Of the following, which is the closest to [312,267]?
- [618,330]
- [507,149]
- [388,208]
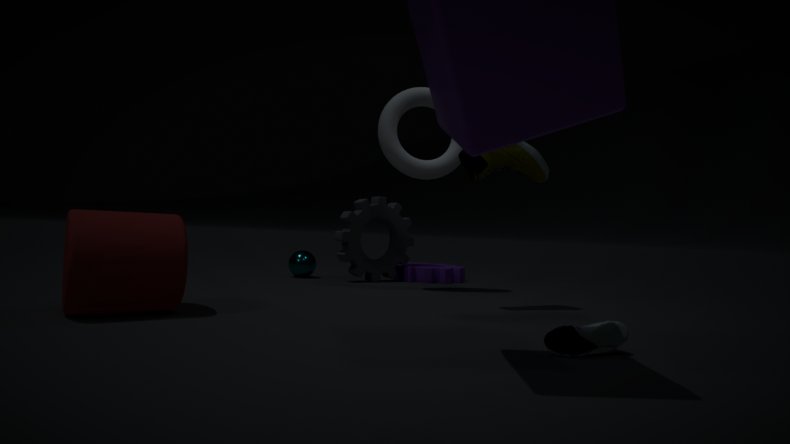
[388,208]
